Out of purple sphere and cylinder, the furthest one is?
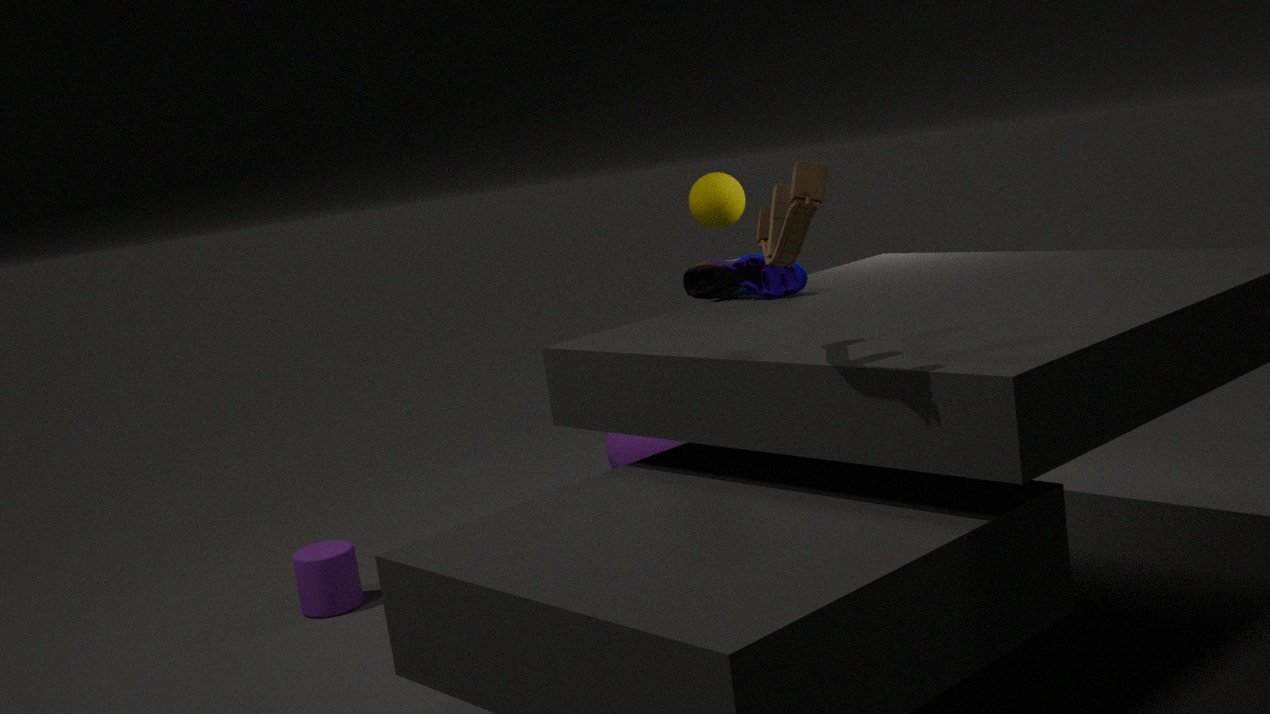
purple sphere
